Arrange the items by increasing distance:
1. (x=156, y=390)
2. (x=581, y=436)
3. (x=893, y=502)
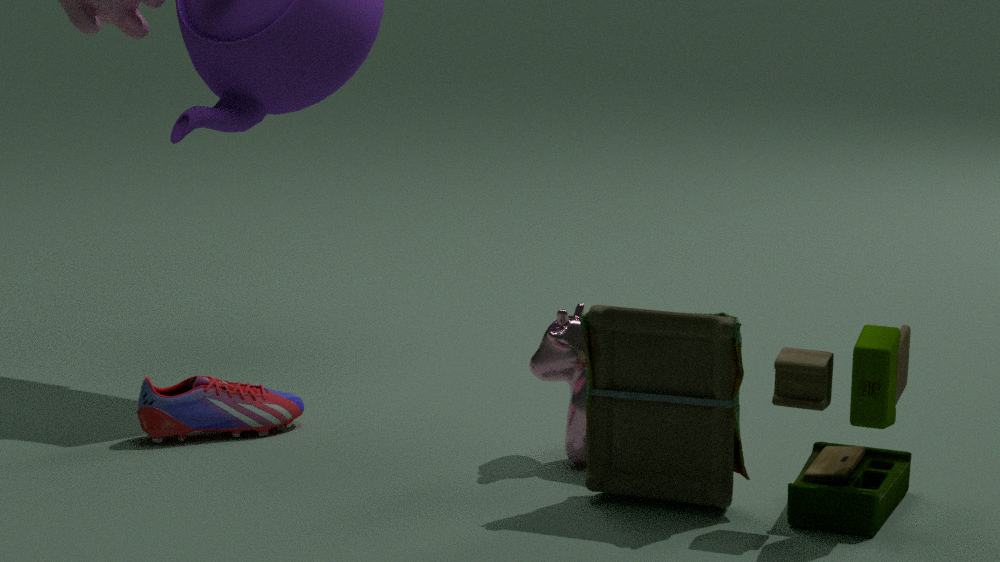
(x=893, y=502), (x=581, y=436), (x=156, y=390)
